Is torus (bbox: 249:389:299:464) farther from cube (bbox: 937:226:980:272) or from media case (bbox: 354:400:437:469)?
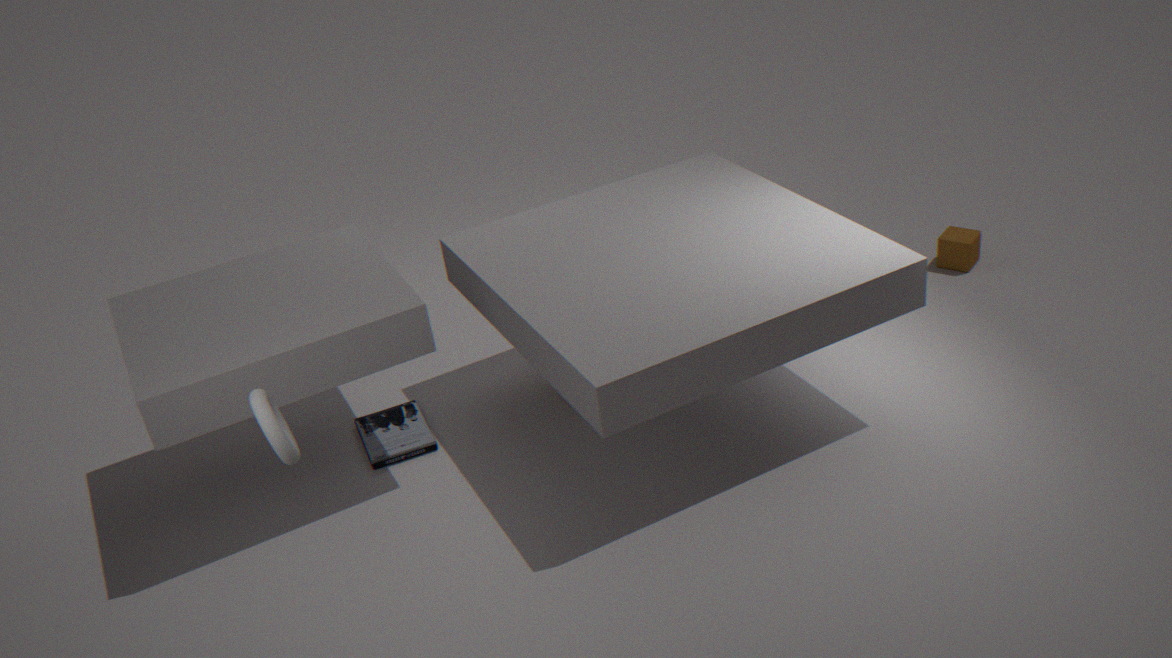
cube (bbox: 937:226:980:272)
